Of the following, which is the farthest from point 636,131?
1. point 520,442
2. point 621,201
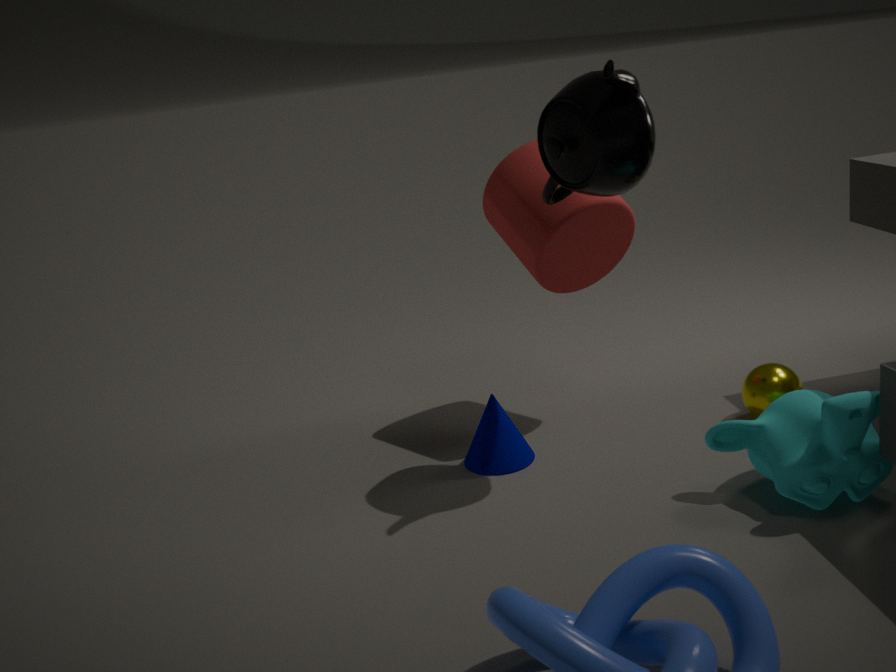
point 520,442
